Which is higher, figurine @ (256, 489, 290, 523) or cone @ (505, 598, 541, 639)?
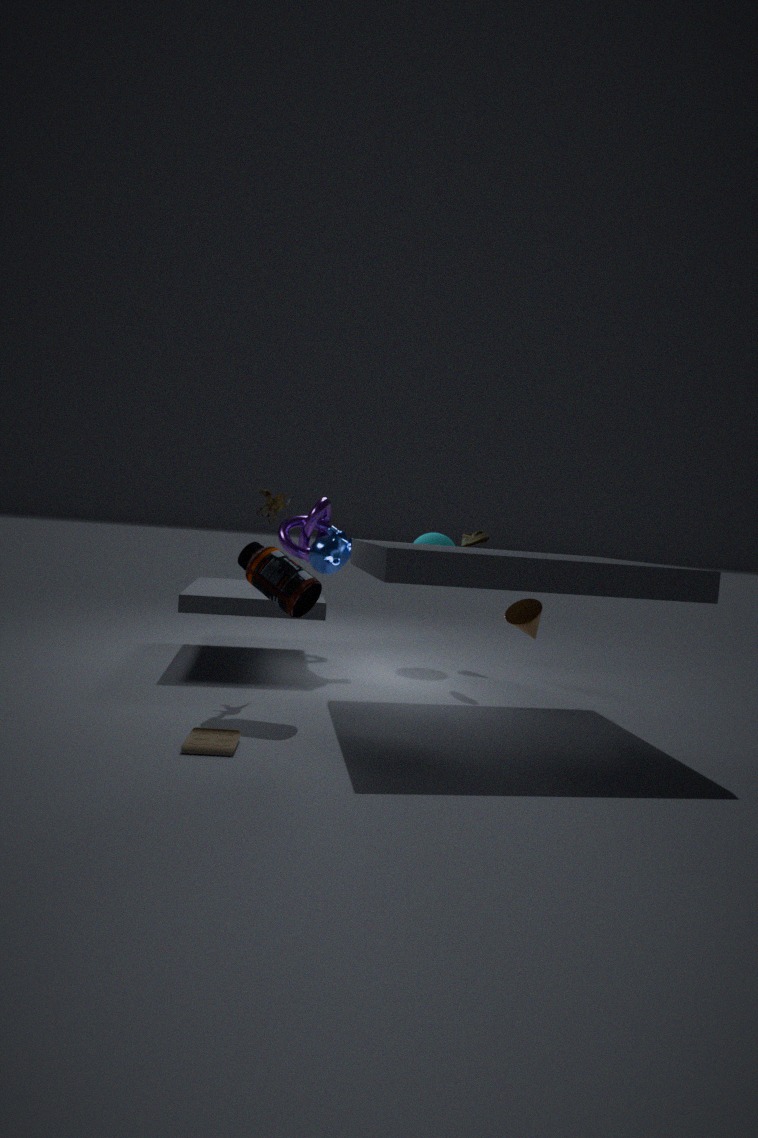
figurine @ (256, 489, 290, 523)
